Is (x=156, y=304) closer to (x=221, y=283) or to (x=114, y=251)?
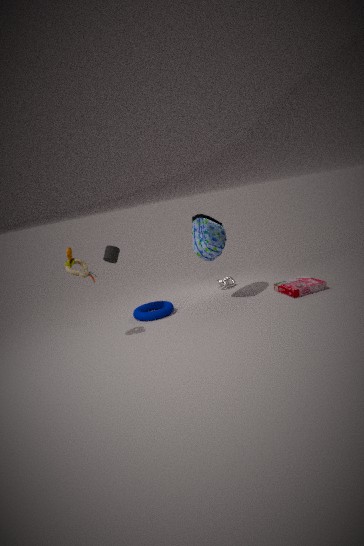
(x=114, y=251)
